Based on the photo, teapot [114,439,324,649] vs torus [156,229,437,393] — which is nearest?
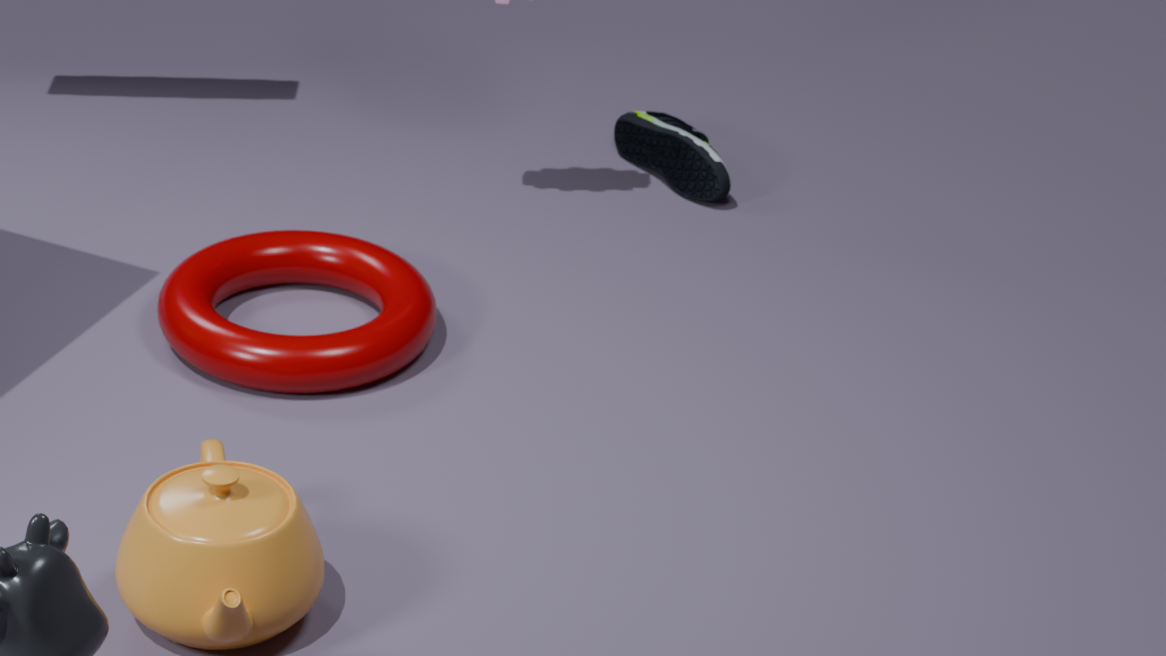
teapot [114,439,324,649]
